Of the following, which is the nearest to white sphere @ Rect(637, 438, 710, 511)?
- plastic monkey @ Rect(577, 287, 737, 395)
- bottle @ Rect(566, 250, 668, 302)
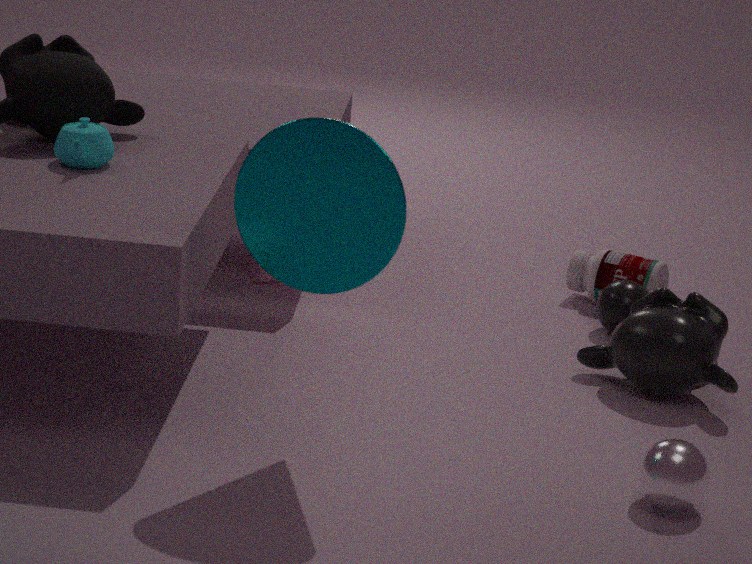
plastic monkey @ Rect(577, 287, 737, 395)
